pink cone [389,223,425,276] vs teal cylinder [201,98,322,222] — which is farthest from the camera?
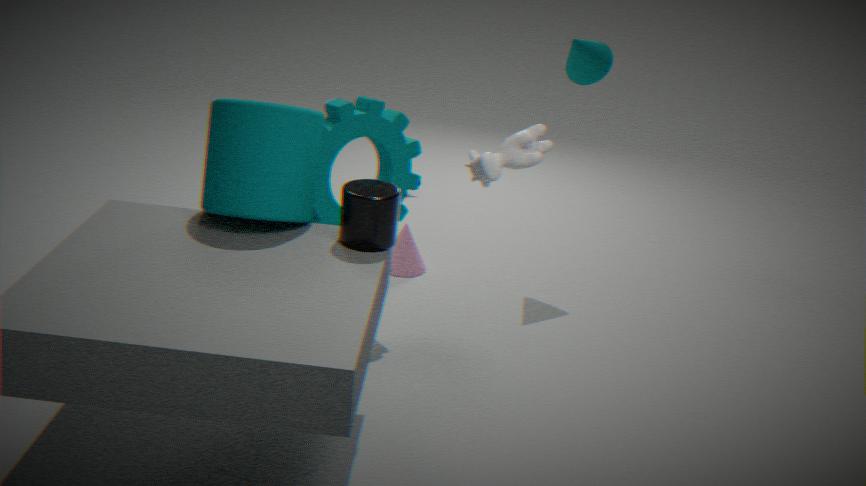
pink cone [389,223,425,276]
